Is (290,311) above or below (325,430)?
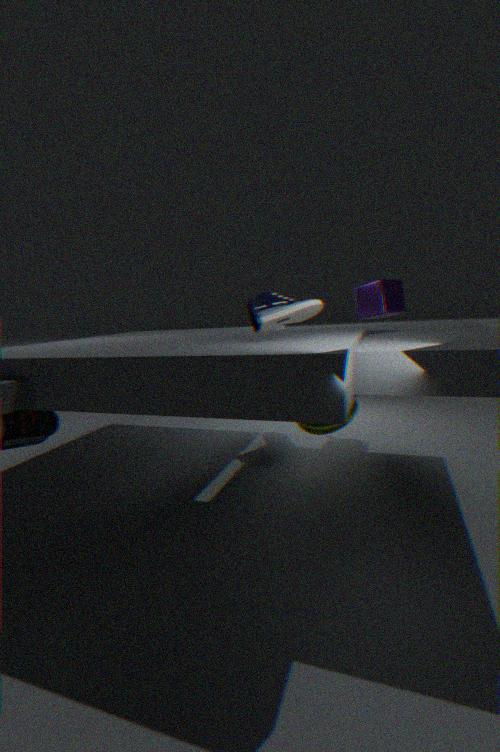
above
